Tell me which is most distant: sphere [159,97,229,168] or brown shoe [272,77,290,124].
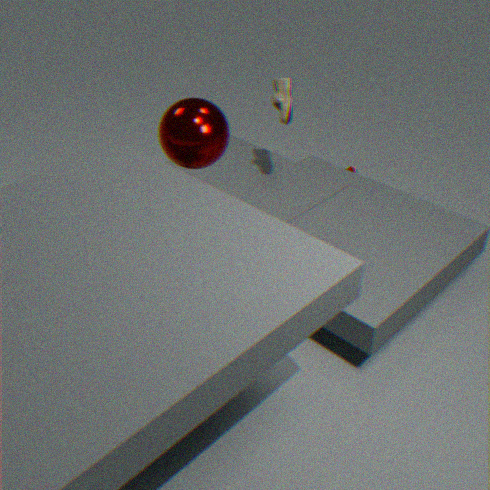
brown shoe [272,77,290,124]
